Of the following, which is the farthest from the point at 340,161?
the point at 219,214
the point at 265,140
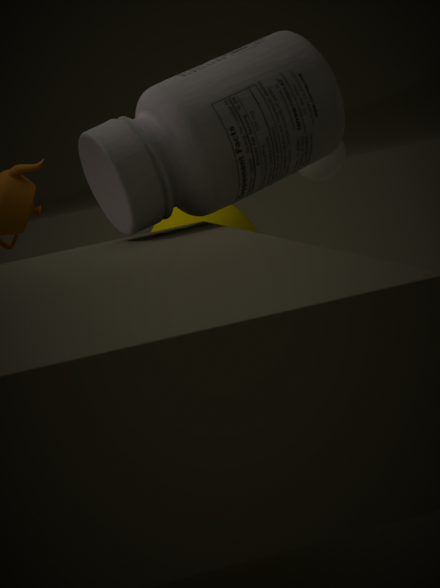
the point at 265,140
